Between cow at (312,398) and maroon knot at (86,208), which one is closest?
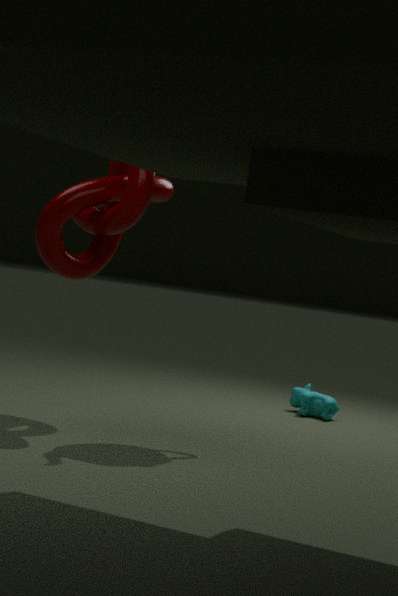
maroon knot at (86,208)
